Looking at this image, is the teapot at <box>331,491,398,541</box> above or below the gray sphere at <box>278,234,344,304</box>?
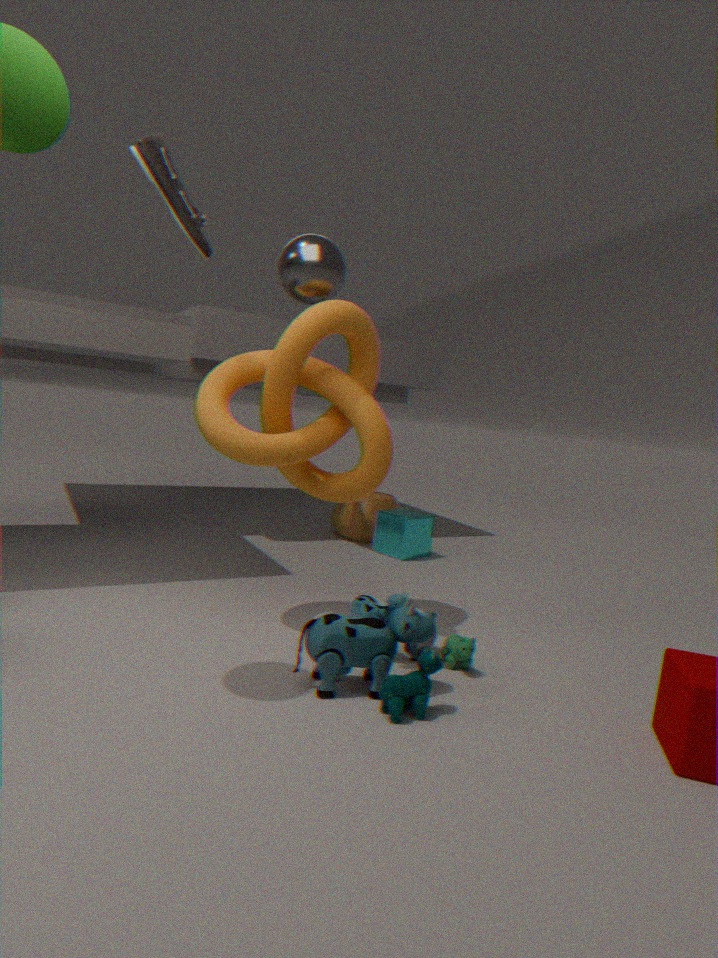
below
